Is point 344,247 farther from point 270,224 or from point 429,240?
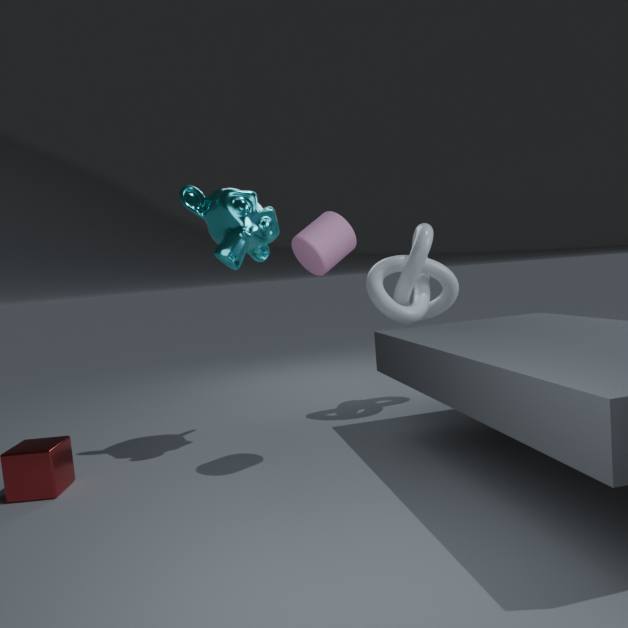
point 429,240
